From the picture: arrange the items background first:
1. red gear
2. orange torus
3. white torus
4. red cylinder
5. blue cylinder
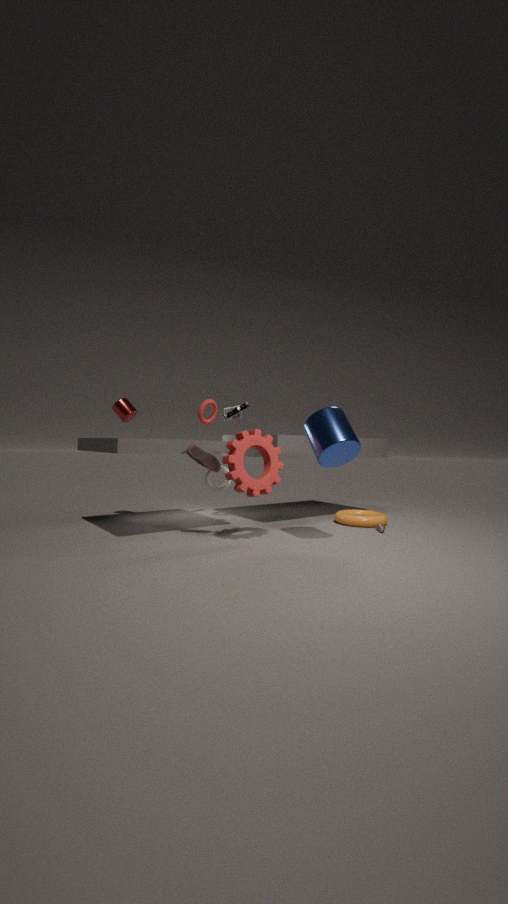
1. orange torus
2. white torus
3. red cylinder
4. red gear
5. blue cylinder
